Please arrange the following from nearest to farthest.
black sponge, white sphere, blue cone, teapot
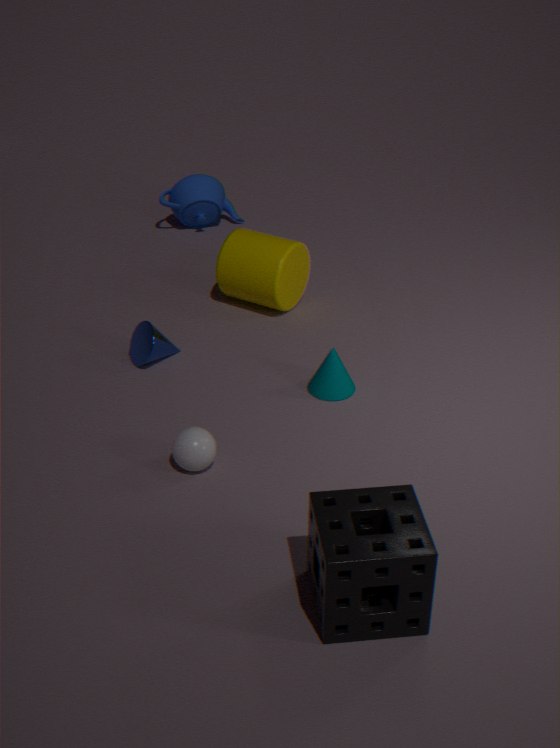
black sponge
white sphere
blue cone
teapot
